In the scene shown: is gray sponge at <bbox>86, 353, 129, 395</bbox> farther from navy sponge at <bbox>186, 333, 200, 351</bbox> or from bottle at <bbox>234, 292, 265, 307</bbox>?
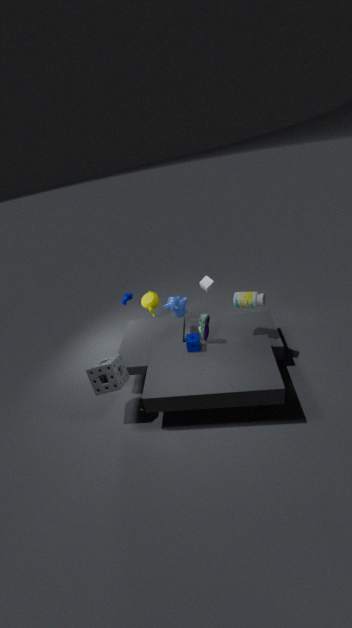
bottle at <bbox>234, 292, 265, 307</bbox>
